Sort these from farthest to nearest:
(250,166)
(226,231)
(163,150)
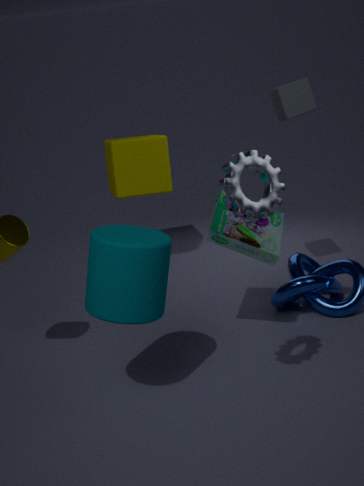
1. (163,150)
2. (226,231)
3. (250,166)
